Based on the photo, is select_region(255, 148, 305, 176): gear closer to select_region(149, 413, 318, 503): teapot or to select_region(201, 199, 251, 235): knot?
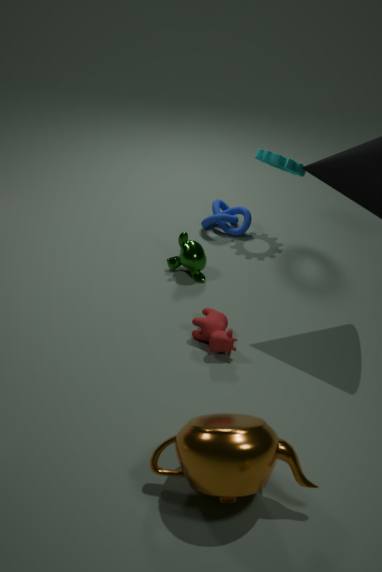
select_region(201, 199, 251, 235): knot
